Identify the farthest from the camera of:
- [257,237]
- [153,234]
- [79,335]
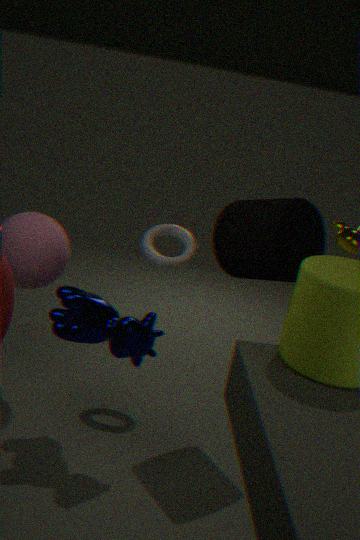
[153,234]
